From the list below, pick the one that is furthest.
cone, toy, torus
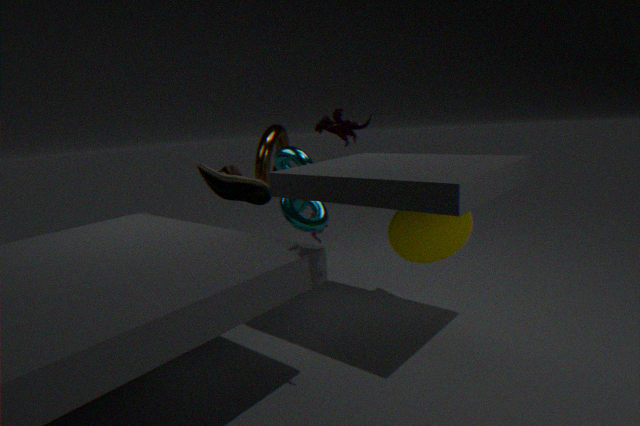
torus
